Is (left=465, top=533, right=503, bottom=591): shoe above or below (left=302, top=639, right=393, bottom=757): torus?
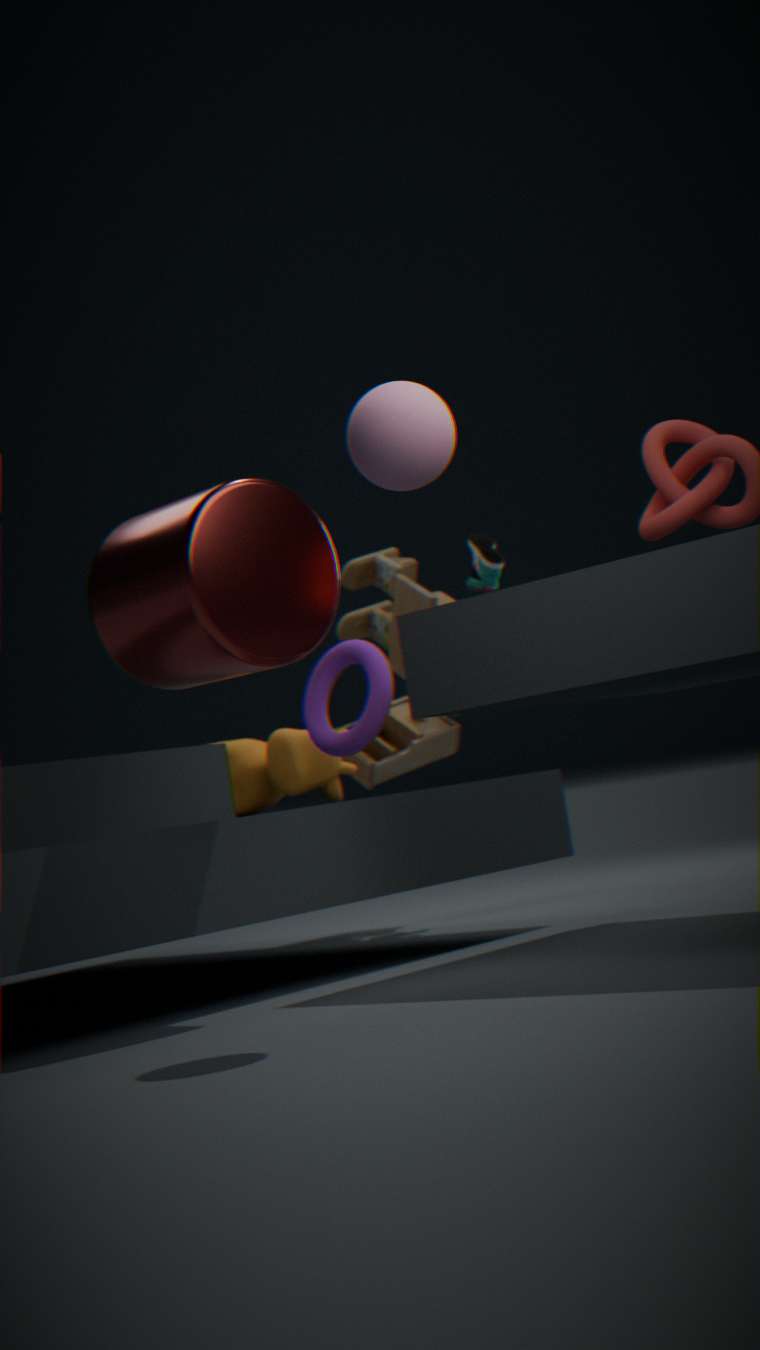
above
